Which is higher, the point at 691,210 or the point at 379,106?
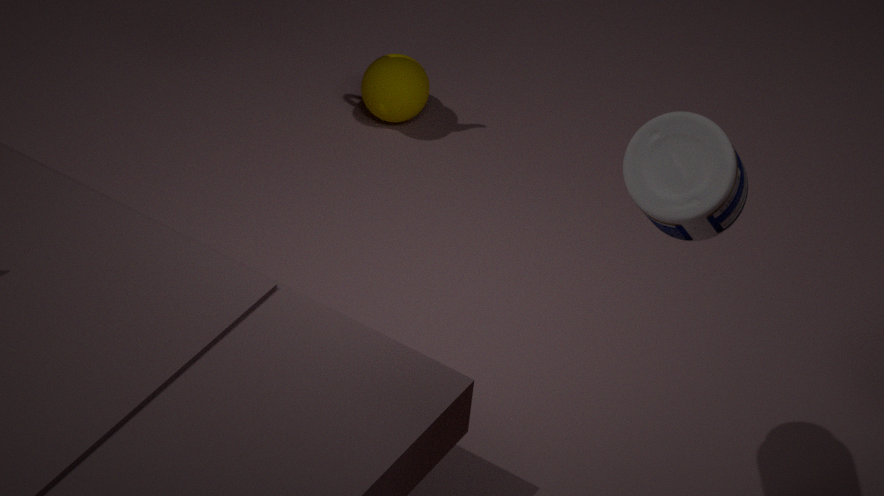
the point at 691,210
